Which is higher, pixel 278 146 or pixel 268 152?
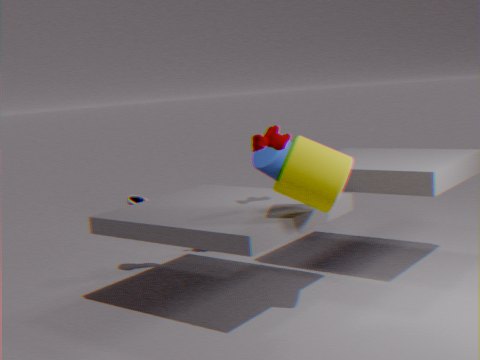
pixel 278 146
